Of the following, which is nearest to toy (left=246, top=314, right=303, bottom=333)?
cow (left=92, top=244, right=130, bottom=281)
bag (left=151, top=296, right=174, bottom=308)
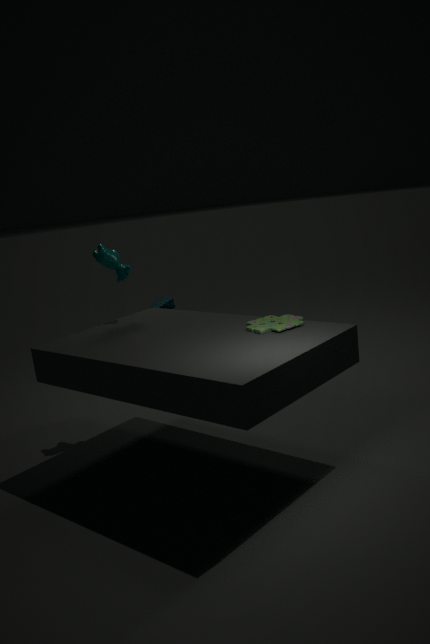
cow (left=92, top=244, right=130, bottom=281)
